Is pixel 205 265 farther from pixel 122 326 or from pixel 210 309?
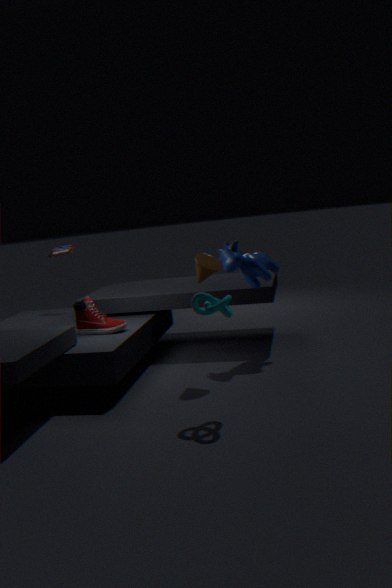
pixel 122 326
